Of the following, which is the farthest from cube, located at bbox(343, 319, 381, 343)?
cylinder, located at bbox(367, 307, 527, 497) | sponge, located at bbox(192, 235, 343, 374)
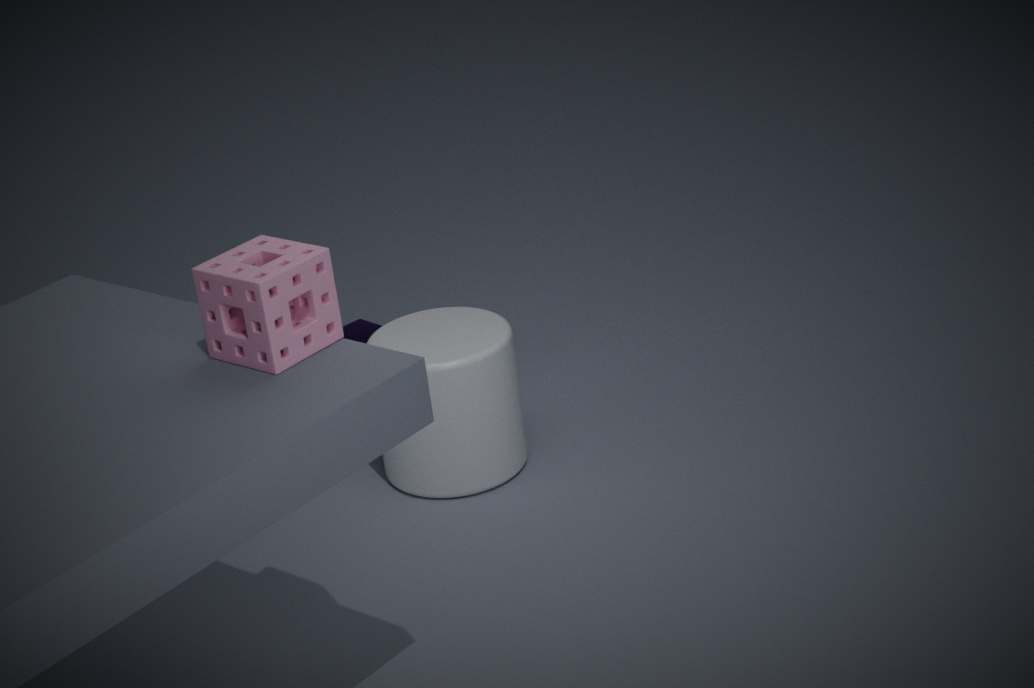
sponge, located at bbox(192, 235, 343, 374)
